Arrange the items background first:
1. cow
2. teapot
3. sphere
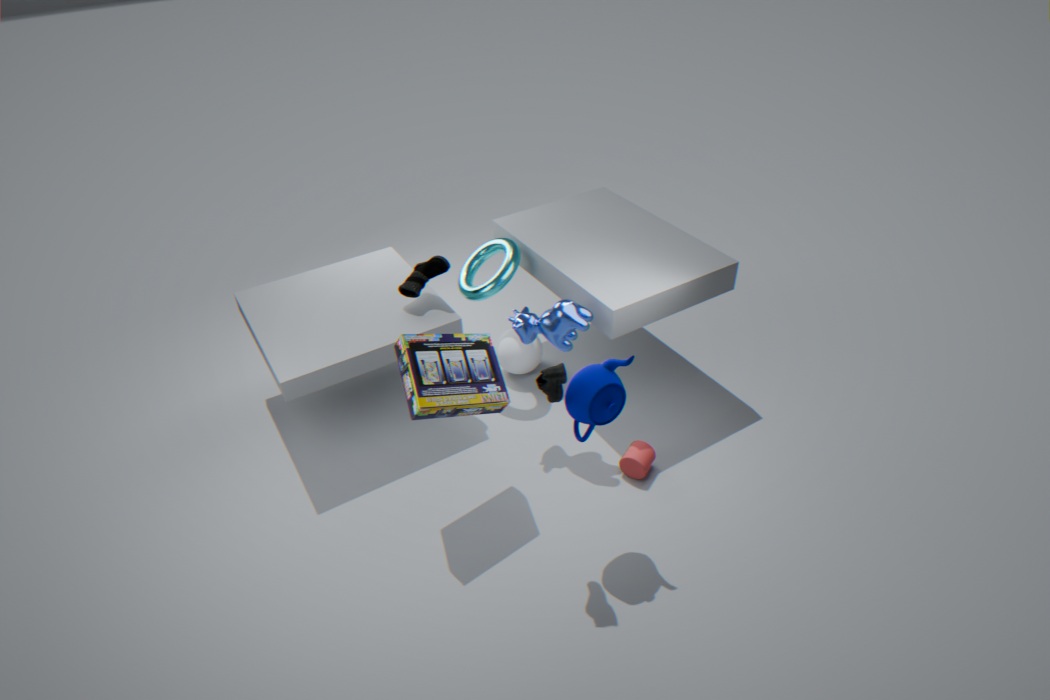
1. sphere
2. cow
3. teapot
